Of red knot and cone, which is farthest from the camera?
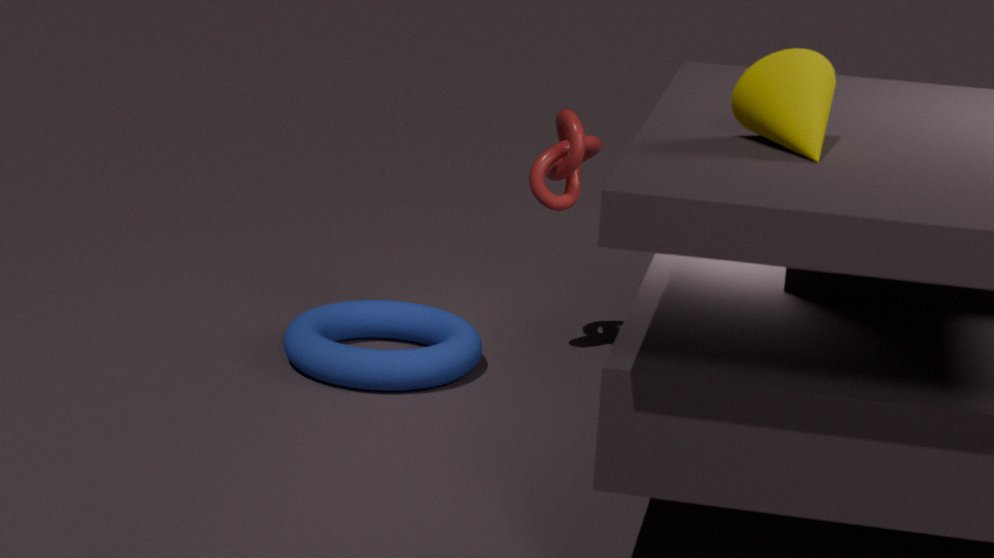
red knot
